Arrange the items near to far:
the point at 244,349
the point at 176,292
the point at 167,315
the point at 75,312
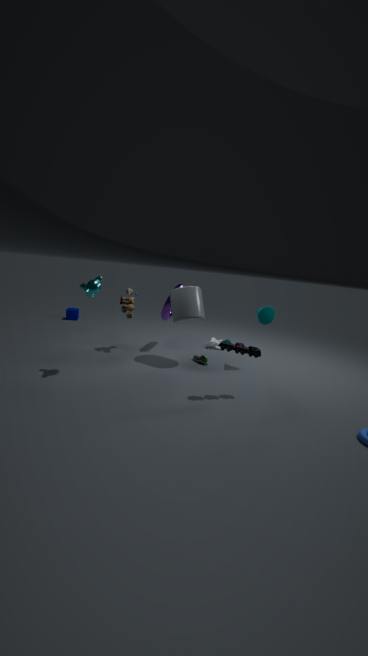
the point at 244,349, the point at 176,292, the point at 167,315, the point at 75,312
